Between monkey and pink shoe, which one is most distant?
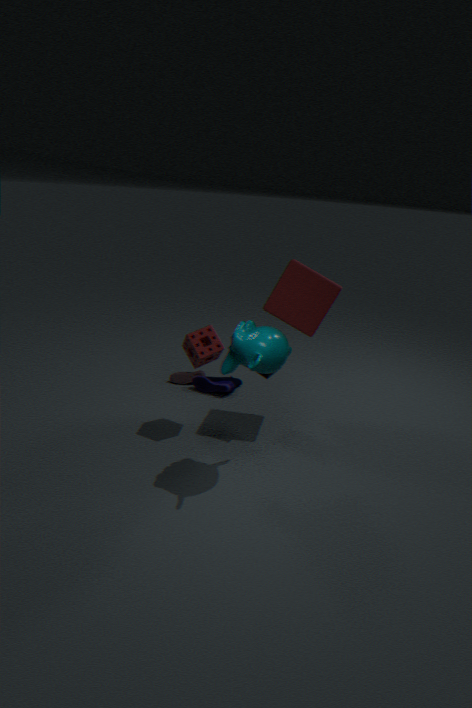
pink shoe
